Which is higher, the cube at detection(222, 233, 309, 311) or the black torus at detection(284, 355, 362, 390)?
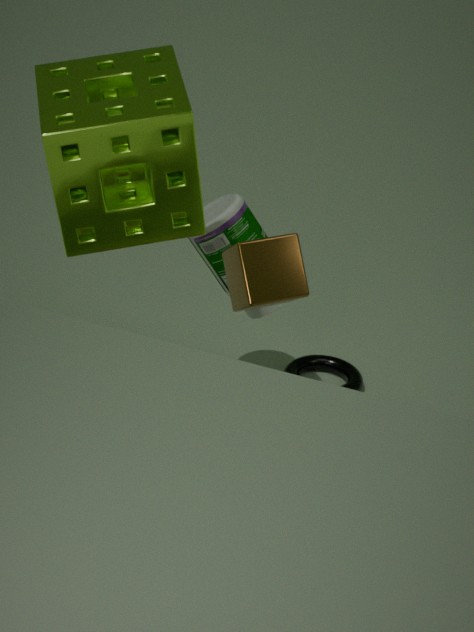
the cube at detection(222, 233, 309, 311)
